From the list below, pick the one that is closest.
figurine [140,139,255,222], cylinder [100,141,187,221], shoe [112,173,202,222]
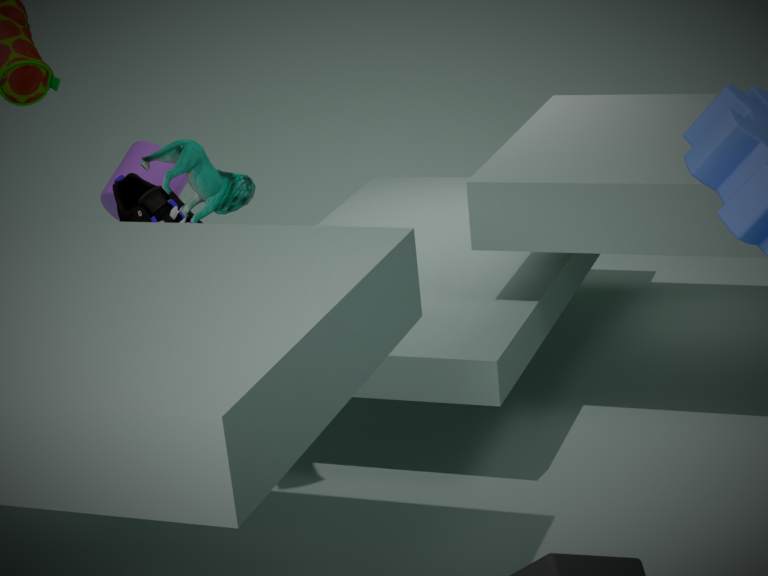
figurine [140,139,255,222]
